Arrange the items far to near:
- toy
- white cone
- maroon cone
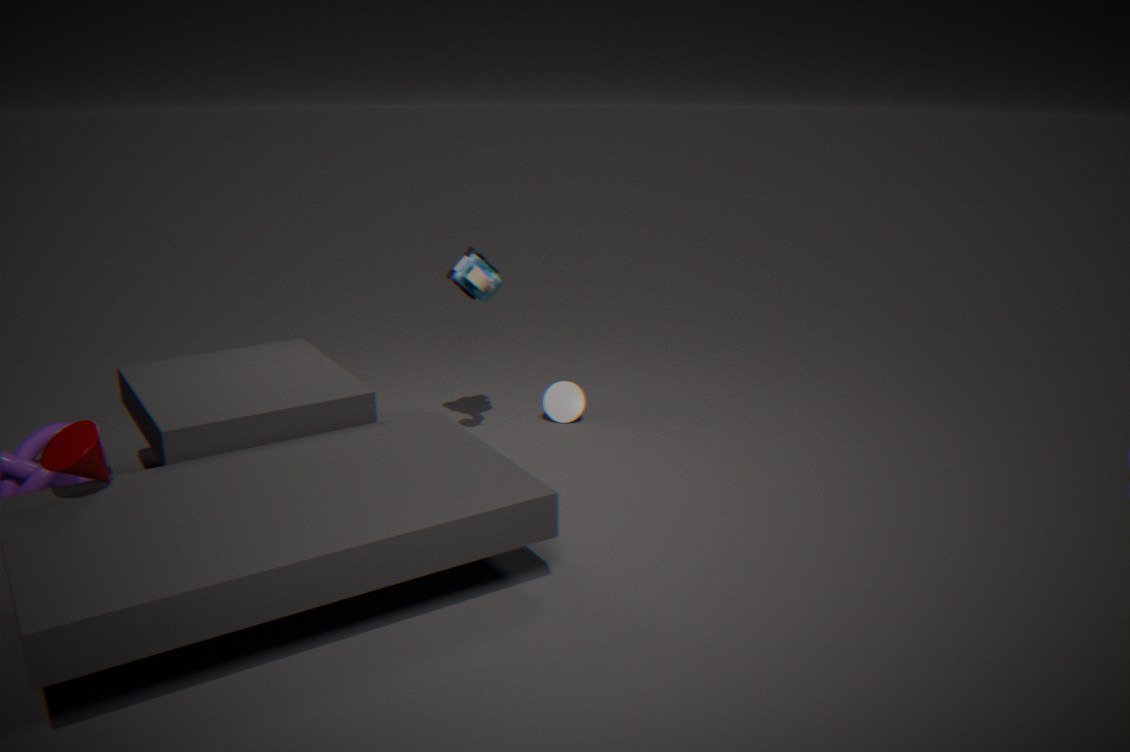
white cone < toy < maroon cone
